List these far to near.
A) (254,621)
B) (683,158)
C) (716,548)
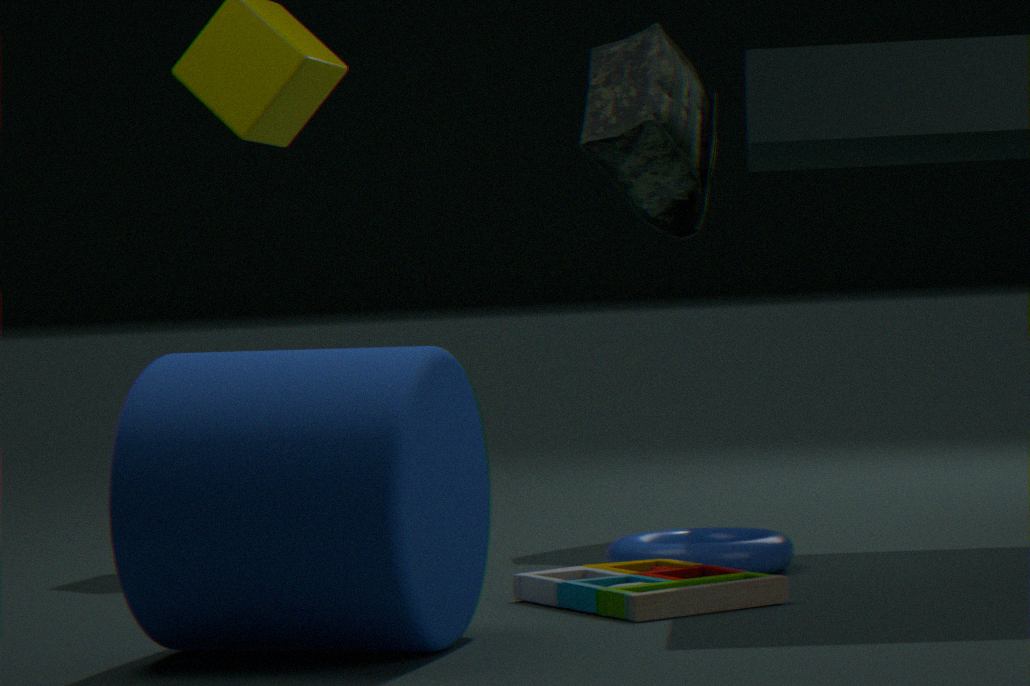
(683,158) → (716,548) → (254,621)
